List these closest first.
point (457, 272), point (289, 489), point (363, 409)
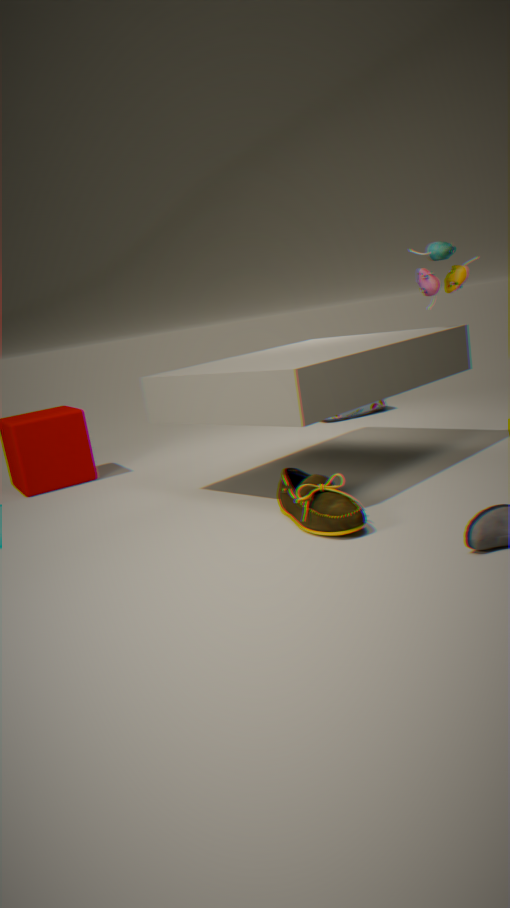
1. point (289, 489)
2. point (457, 272)
3. point (363, 409)
